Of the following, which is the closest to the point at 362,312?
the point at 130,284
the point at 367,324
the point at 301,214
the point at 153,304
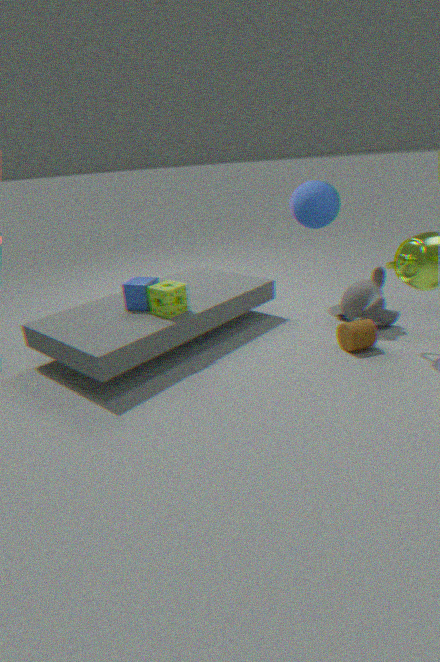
the point at 367,324
